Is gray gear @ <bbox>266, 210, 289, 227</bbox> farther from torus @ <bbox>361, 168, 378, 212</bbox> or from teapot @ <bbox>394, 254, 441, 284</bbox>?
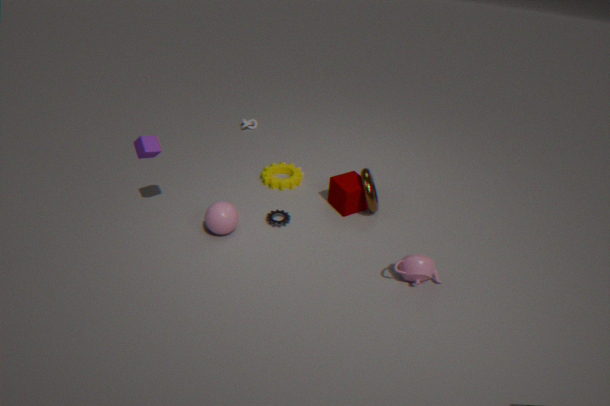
teapot @ <bbox>394, 254, 441, 284</bbox>
